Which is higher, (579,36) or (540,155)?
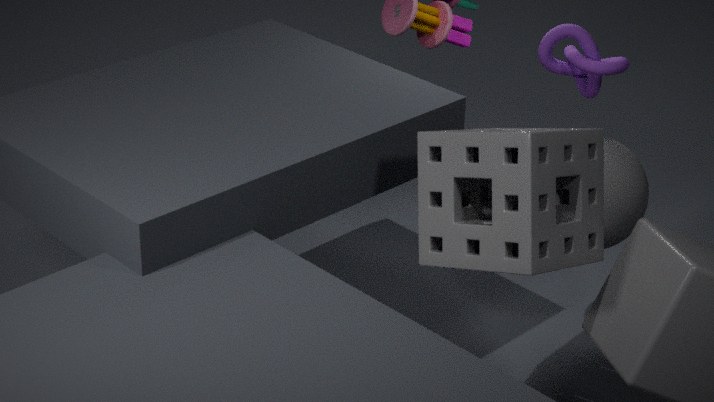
(579,36)
